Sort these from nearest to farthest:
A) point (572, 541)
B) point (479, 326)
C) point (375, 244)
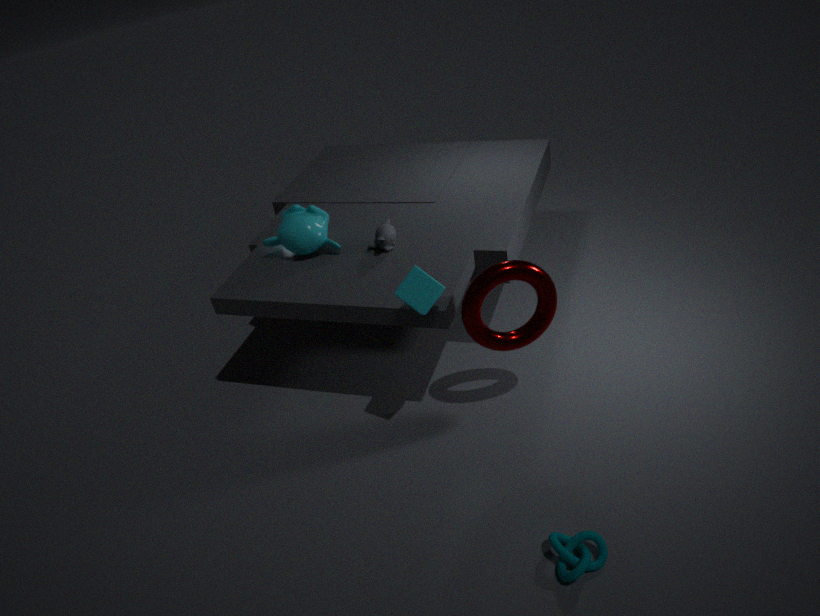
point (572, 541) < point (479, 326) < point (375, 244)
